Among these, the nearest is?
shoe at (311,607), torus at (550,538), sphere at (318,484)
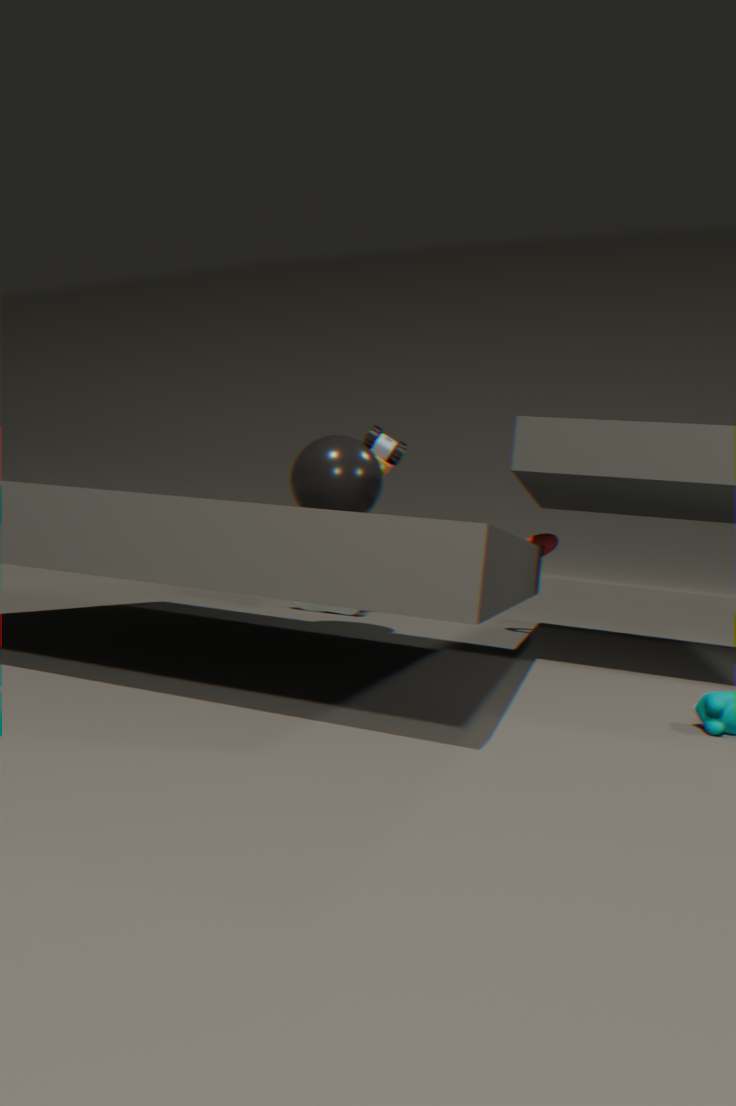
sphere at (318,484)
